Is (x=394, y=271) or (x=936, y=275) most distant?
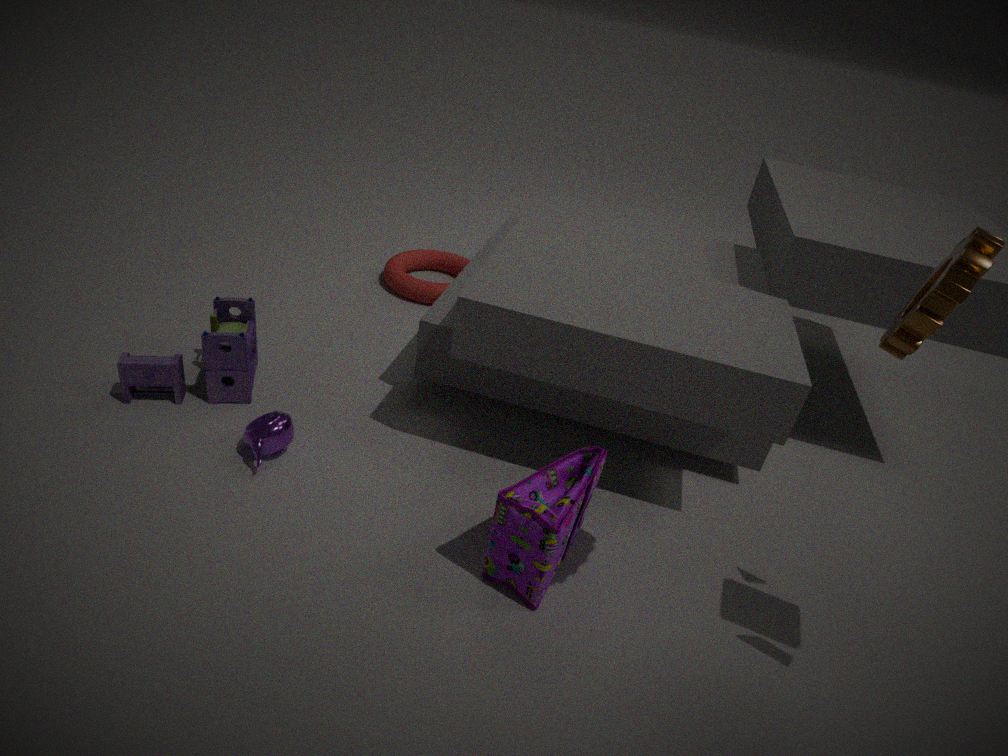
(x=394, y=271)
